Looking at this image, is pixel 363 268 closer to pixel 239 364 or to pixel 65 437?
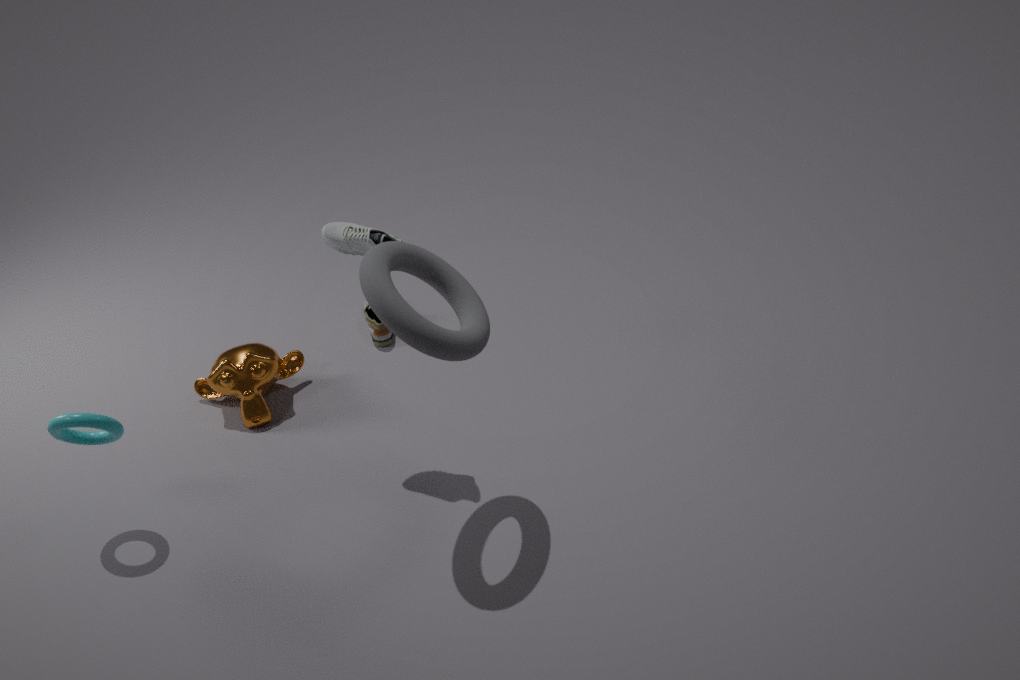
pixel 239 364
